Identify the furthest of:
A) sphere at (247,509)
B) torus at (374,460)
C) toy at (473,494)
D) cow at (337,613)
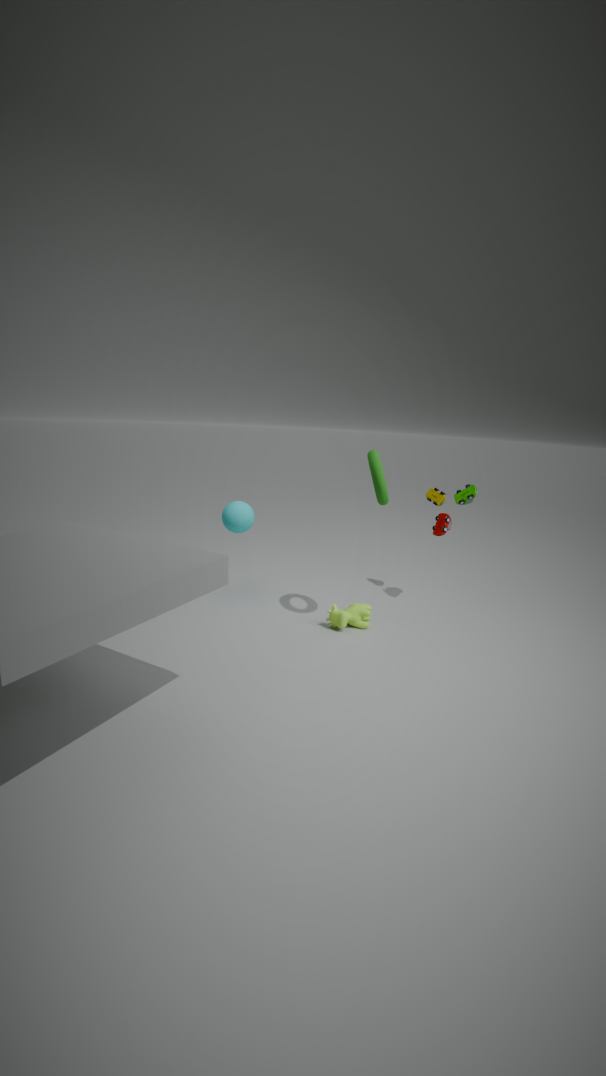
sphere at (247,509)
